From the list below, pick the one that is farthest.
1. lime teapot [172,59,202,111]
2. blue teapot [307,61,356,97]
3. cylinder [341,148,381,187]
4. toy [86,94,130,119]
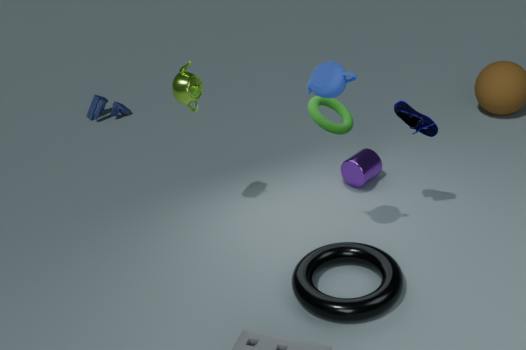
toy [86,94,130,119]
